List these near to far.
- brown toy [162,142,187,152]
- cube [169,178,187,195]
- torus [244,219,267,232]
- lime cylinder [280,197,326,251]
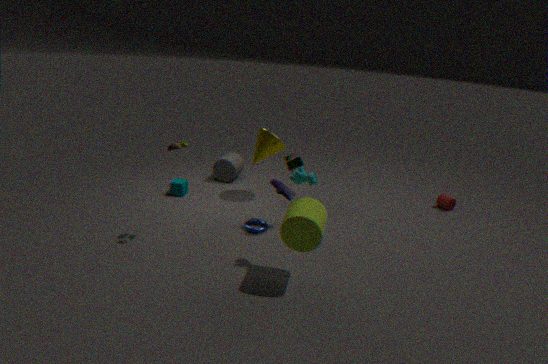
lime cylinder [280,197,326,251] → brown toy [162,142,187,152] → torus [244,219,267,232] → cube [169,178,187,195]
